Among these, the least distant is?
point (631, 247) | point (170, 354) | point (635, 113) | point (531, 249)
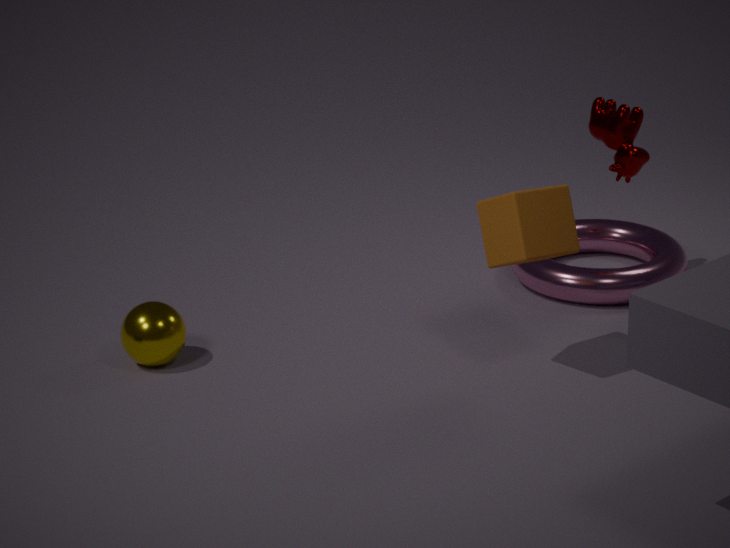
point (531, 249)
